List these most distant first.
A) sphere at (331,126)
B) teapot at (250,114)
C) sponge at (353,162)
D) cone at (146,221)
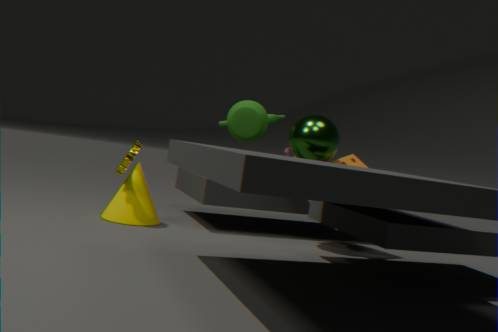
teapot at (250,114) < sponge at (353,162) < cone at (146,221) < sphere at (331,126)
